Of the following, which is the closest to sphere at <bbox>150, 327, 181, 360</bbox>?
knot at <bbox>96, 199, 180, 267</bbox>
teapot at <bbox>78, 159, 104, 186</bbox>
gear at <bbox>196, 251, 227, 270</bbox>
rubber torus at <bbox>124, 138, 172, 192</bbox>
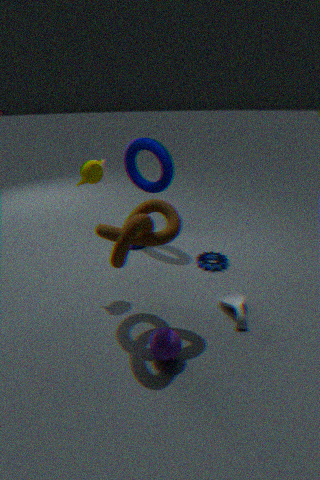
knot at <bbox>96, 199, 180, 267</bbox>
